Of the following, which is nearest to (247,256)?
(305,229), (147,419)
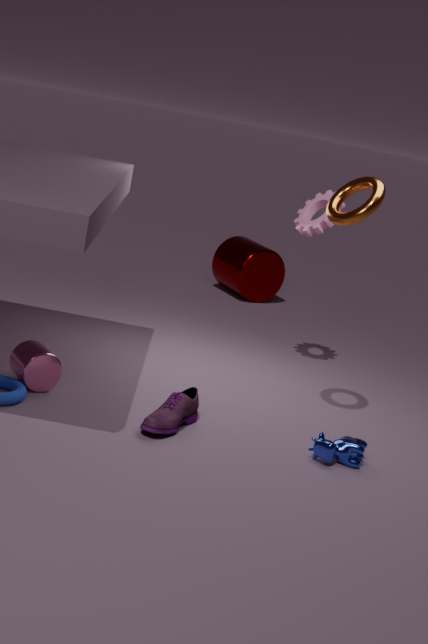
(305,229)
